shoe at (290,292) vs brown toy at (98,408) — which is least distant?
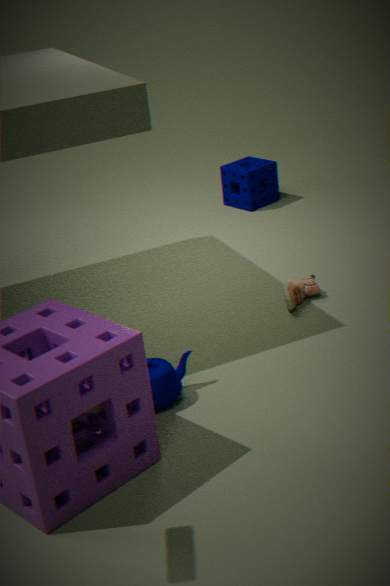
brown toy at (98,408)
